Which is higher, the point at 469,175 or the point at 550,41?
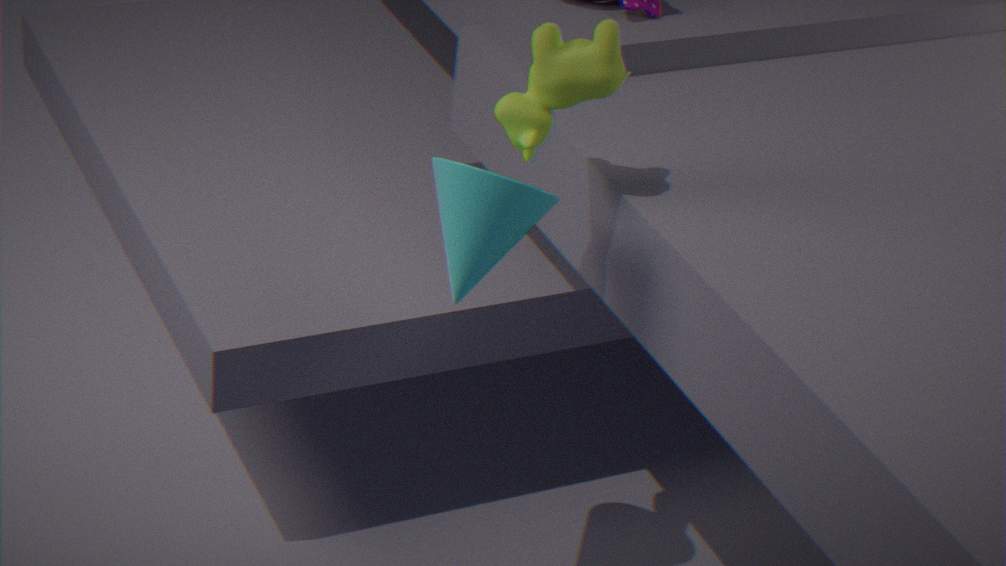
the point at 550,41
